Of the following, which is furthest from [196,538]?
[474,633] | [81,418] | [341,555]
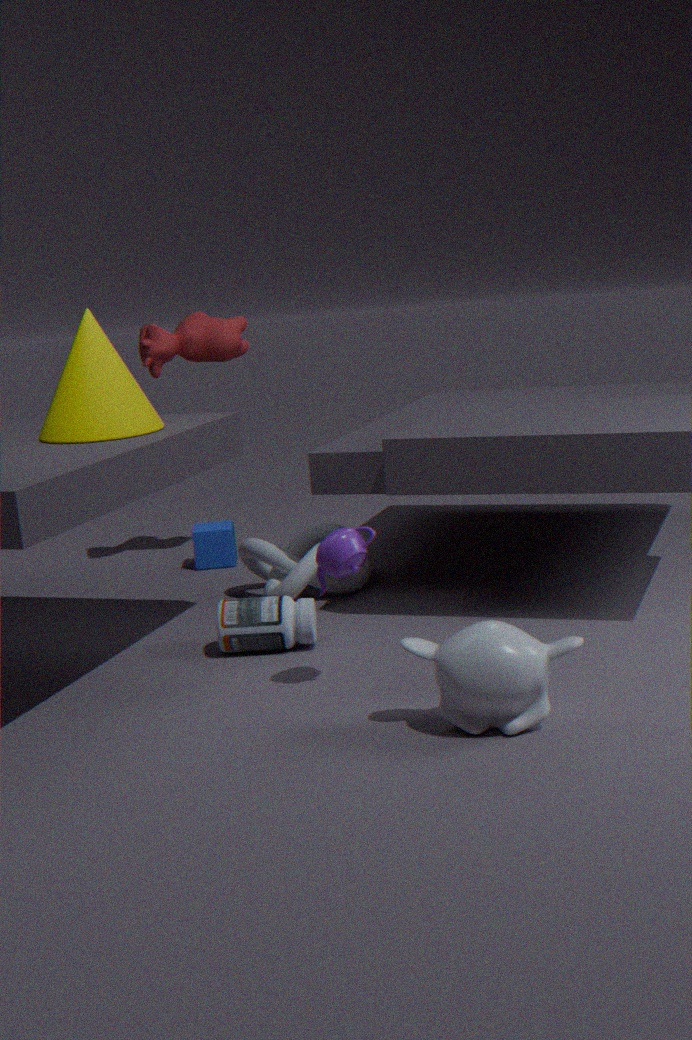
[474,633]
